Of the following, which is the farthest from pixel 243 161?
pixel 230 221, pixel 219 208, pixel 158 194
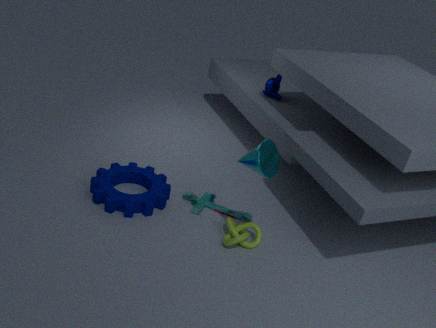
pixel 158 194
